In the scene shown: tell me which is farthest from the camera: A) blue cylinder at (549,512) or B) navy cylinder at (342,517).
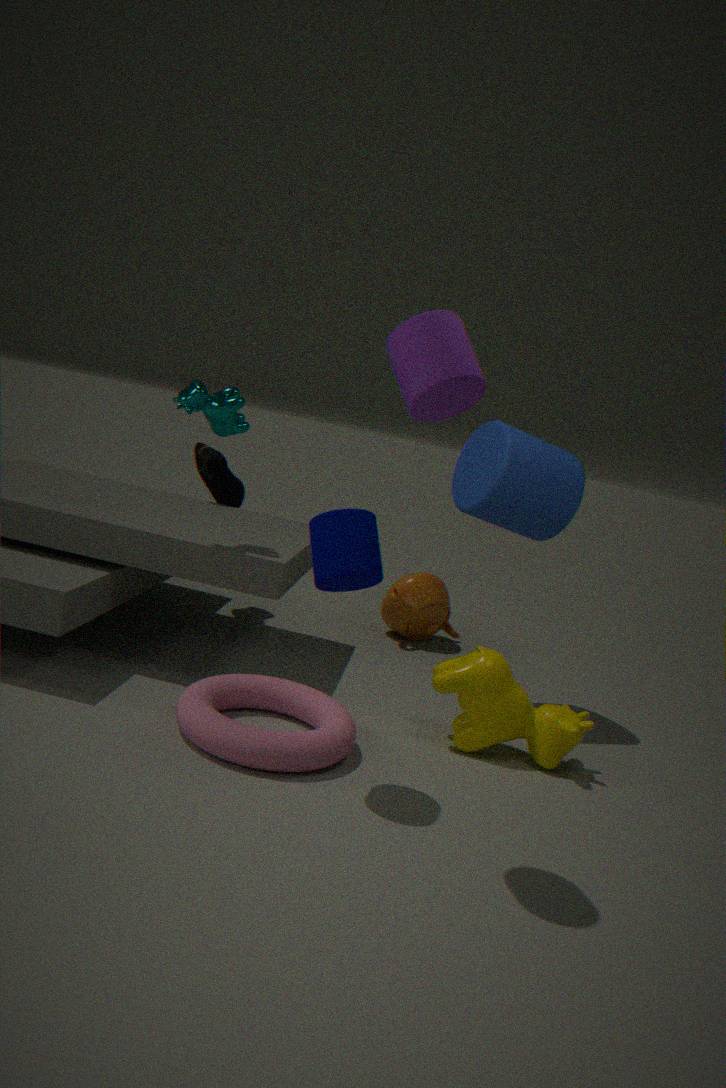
A. blue cylinder at (549,512)
